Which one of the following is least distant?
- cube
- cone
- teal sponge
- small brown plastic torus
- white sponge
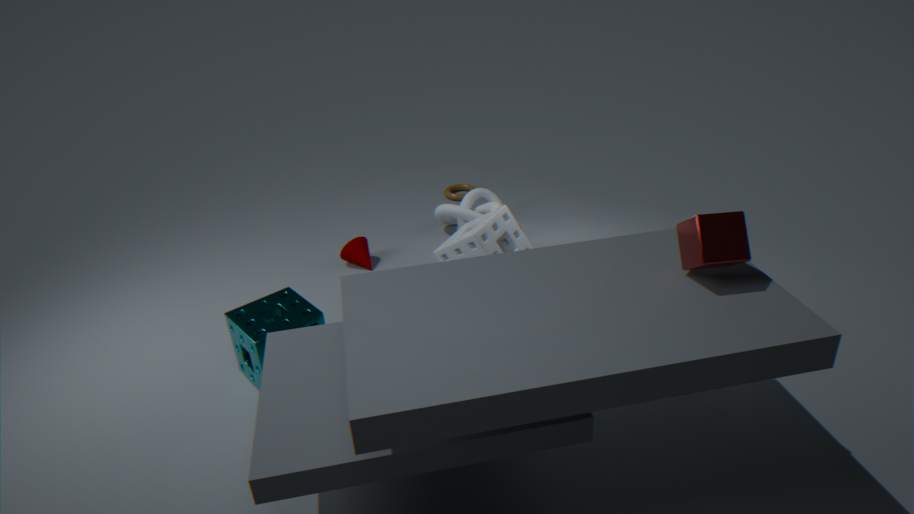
cube
